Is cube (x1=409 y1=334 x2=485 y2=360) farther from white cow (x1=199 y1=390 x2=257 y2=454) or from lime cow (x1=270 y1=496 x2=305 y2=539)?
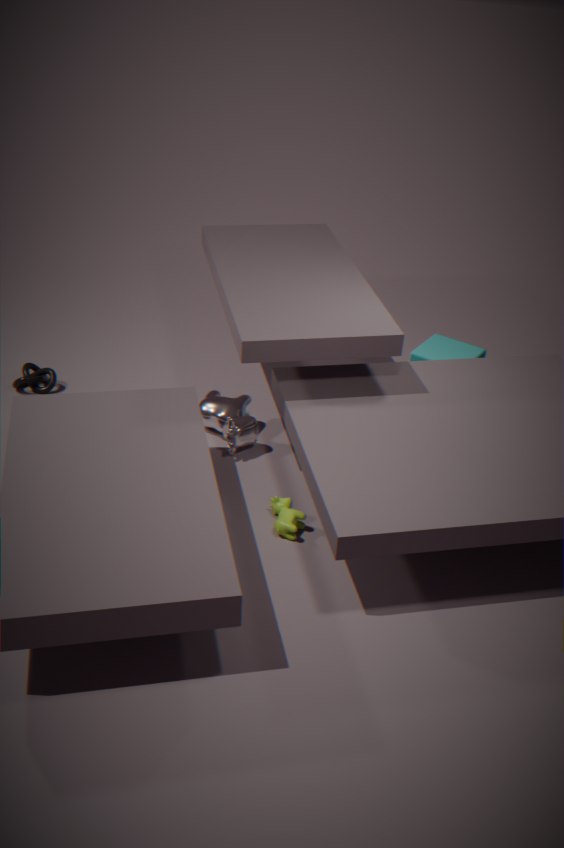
lime cow (x1=270 y1=496 x2=305 y2=539)
